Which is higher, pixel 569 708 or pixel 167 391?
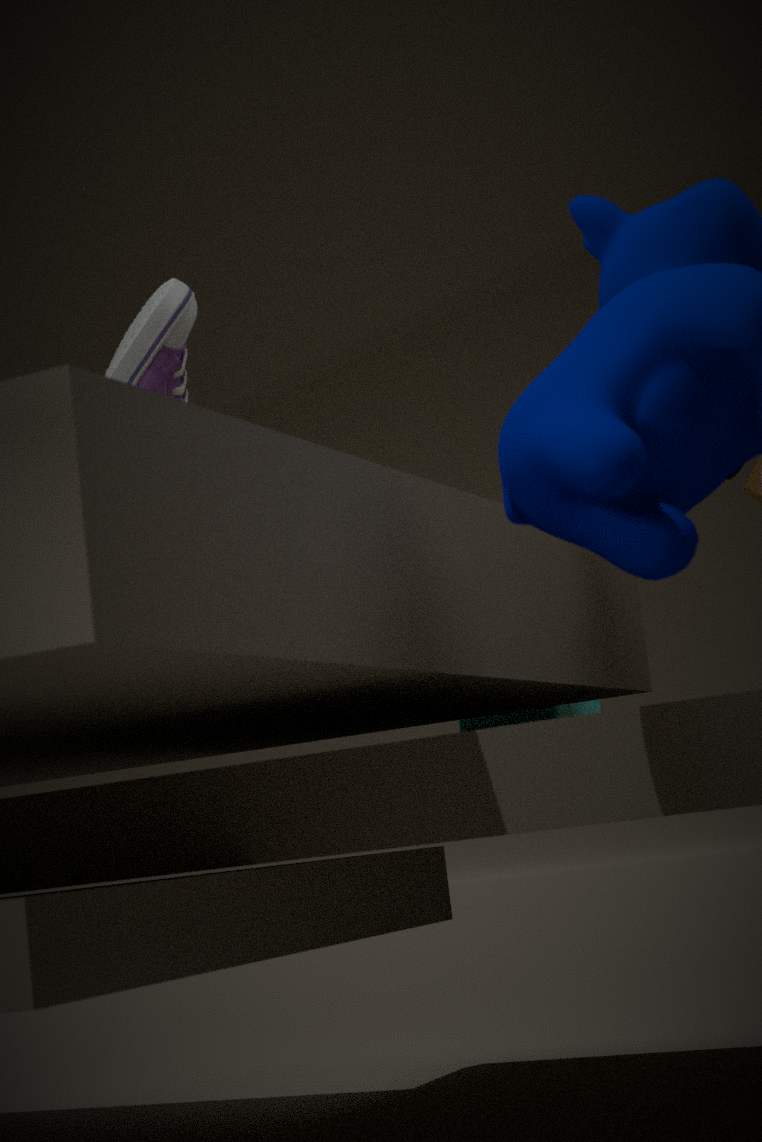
pixel 167 391
